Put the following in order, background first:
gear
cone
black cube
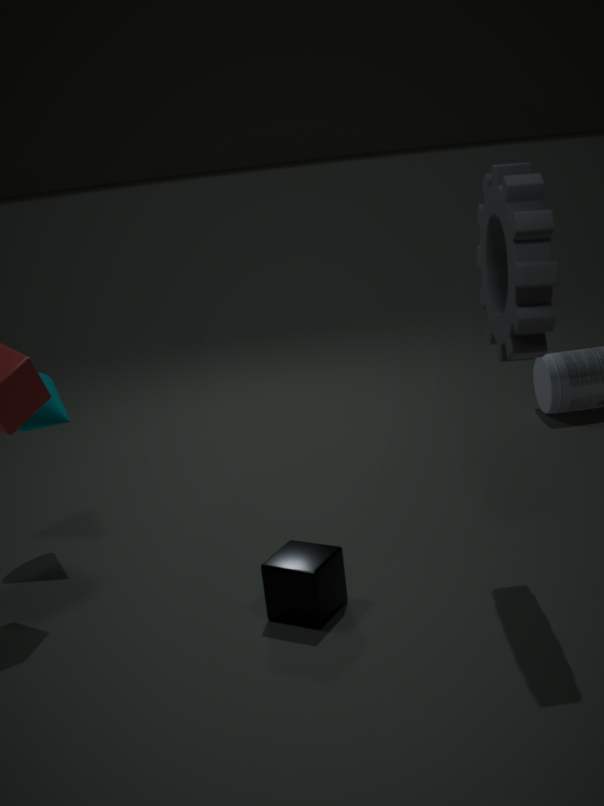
cone
black cube
gear
